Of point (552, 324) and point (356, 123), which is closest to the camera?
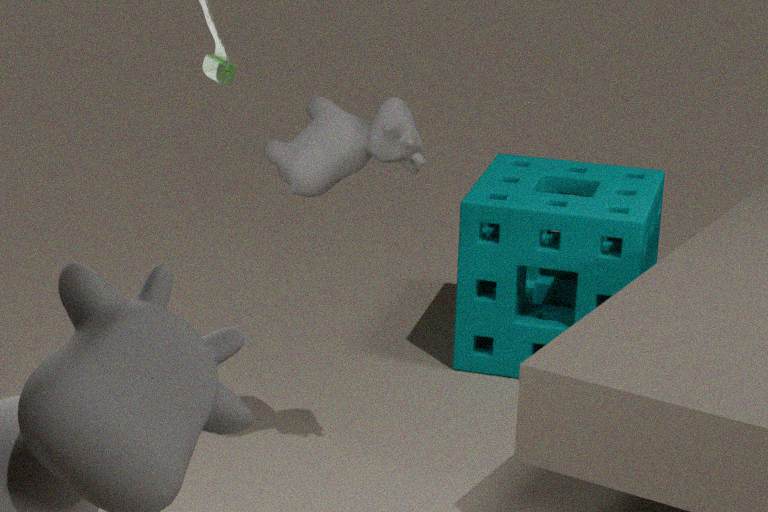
point (356, 123)
